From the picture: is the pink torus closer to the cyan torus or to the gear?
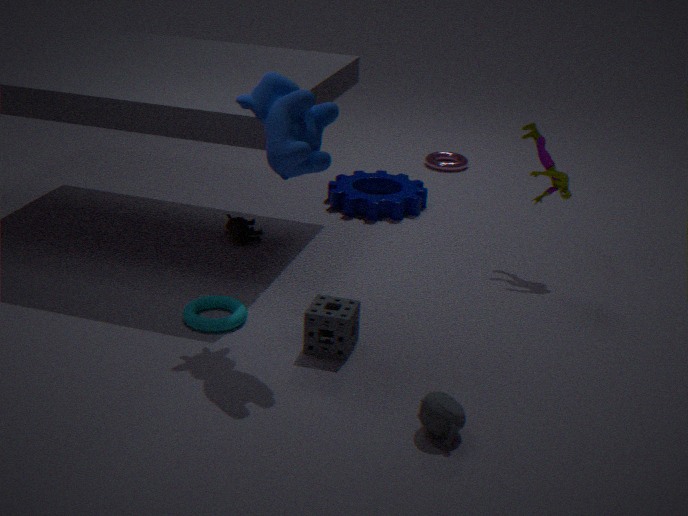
the gear
